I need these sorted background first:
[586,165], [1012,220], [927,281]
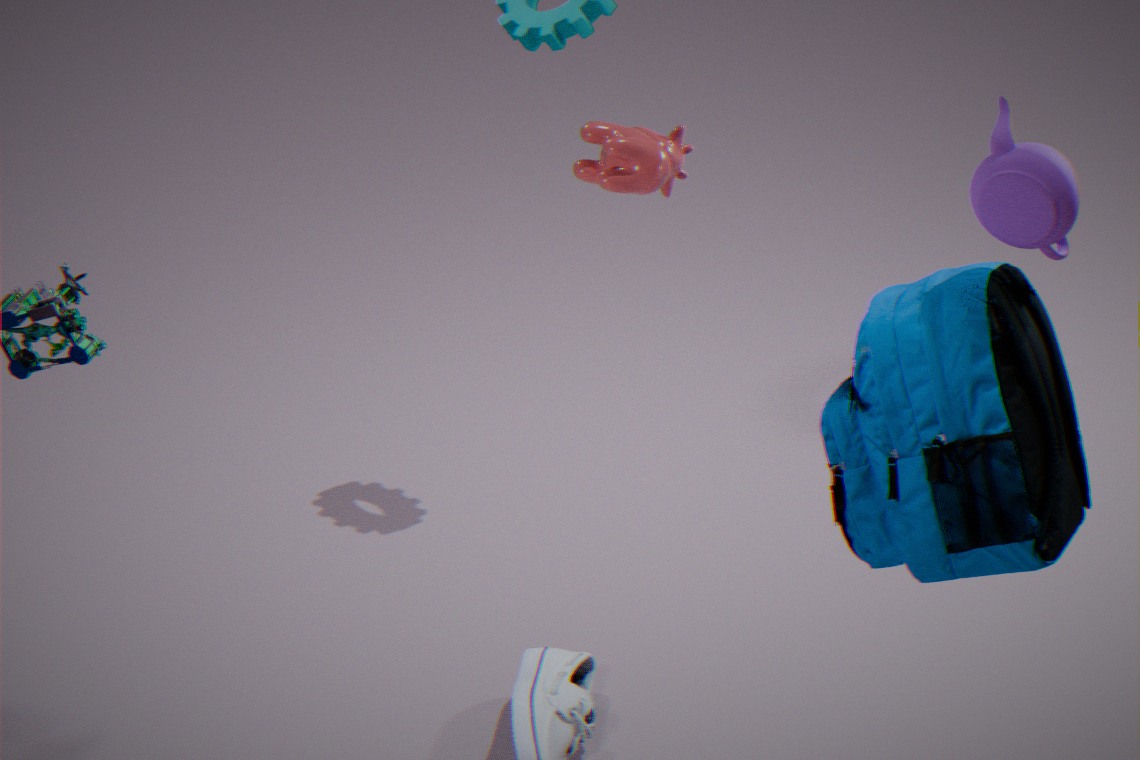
[586,165]
[927,281]
[1012,220]
